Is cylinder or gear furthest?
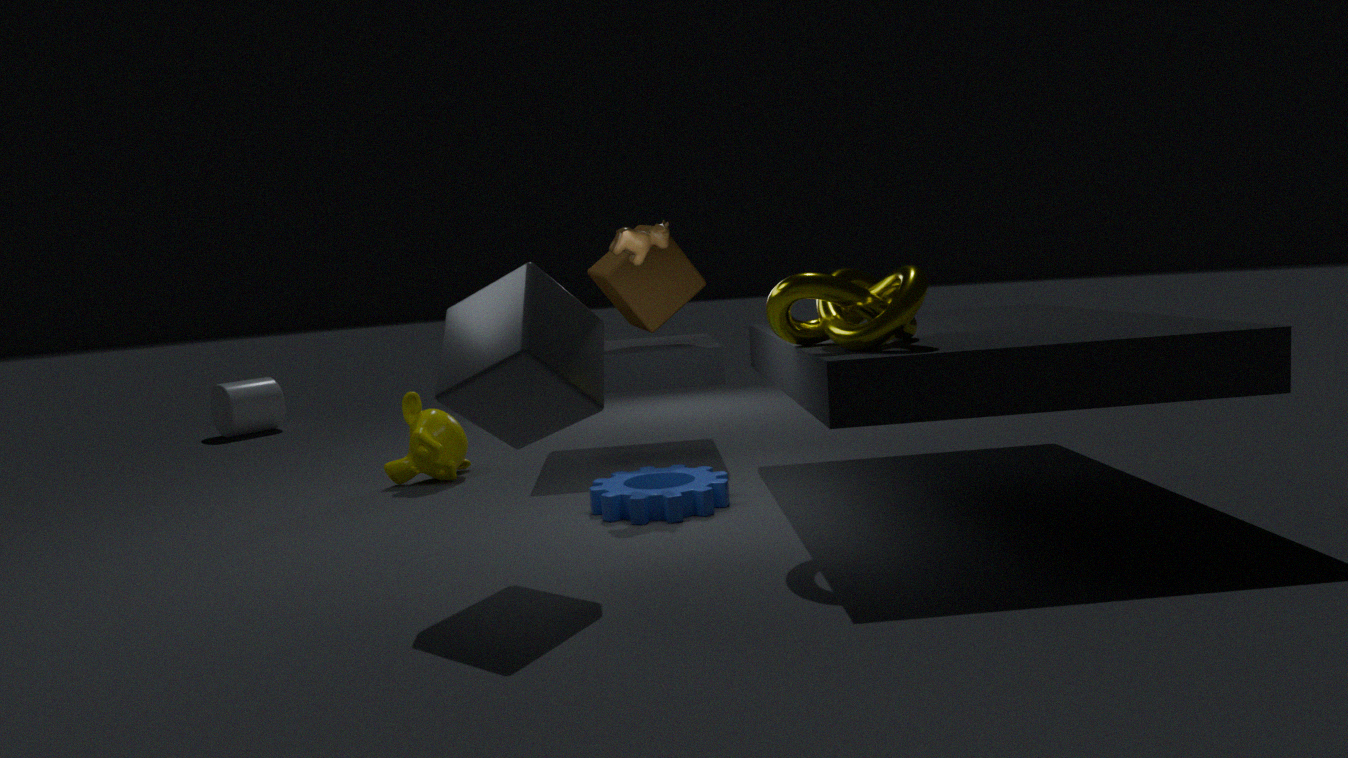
cylinder
